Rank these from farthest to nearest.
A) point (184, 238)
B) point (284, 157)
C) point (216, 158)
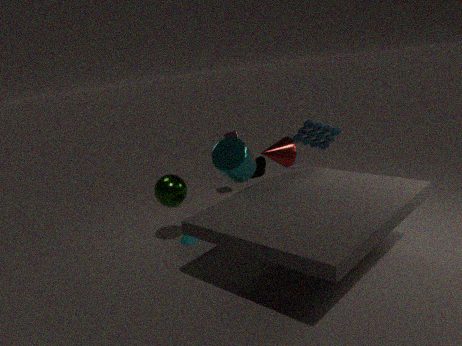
point (284, 157) → point (184, 238) → point (216, 158)
